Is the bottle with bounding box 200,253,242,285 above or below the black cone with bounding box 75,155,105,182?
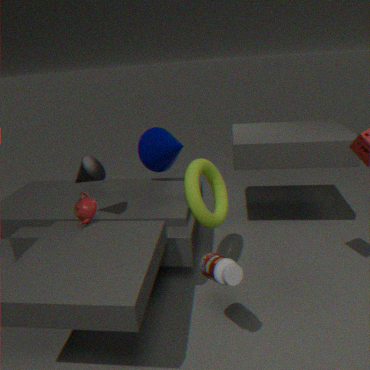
below
